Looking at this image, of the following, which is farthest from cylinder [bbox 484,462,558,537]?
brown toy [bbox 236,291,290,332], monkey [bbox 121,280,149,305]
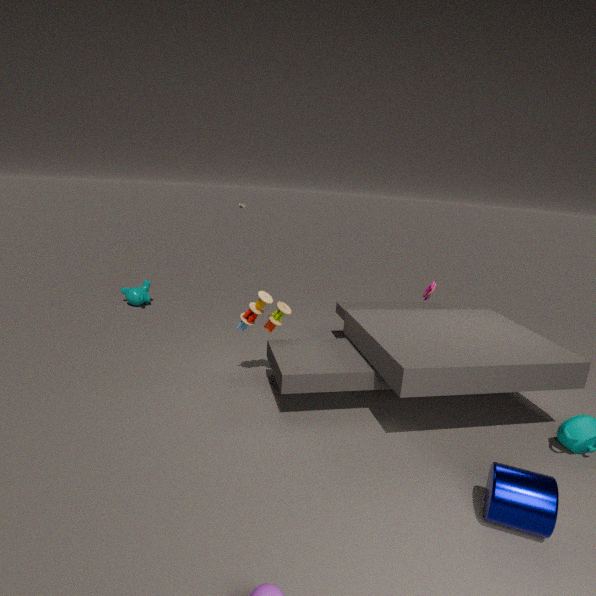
monkey [bbox 121,280,149,305]
